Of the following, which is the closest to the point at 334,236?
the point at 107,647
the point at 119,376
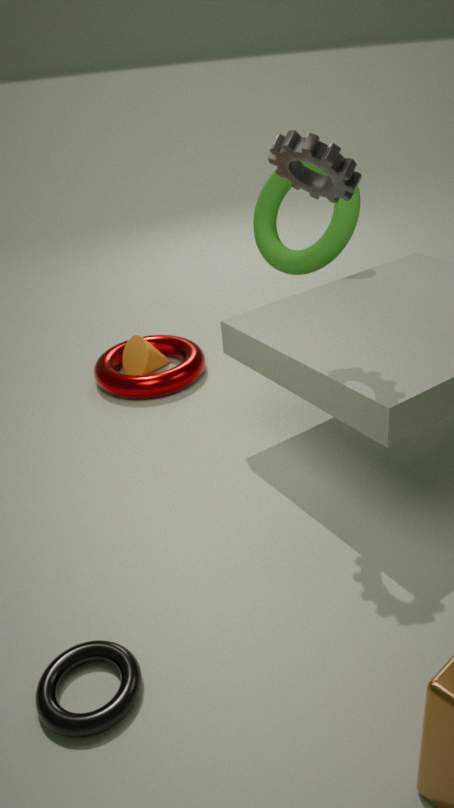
the point at 119,376
